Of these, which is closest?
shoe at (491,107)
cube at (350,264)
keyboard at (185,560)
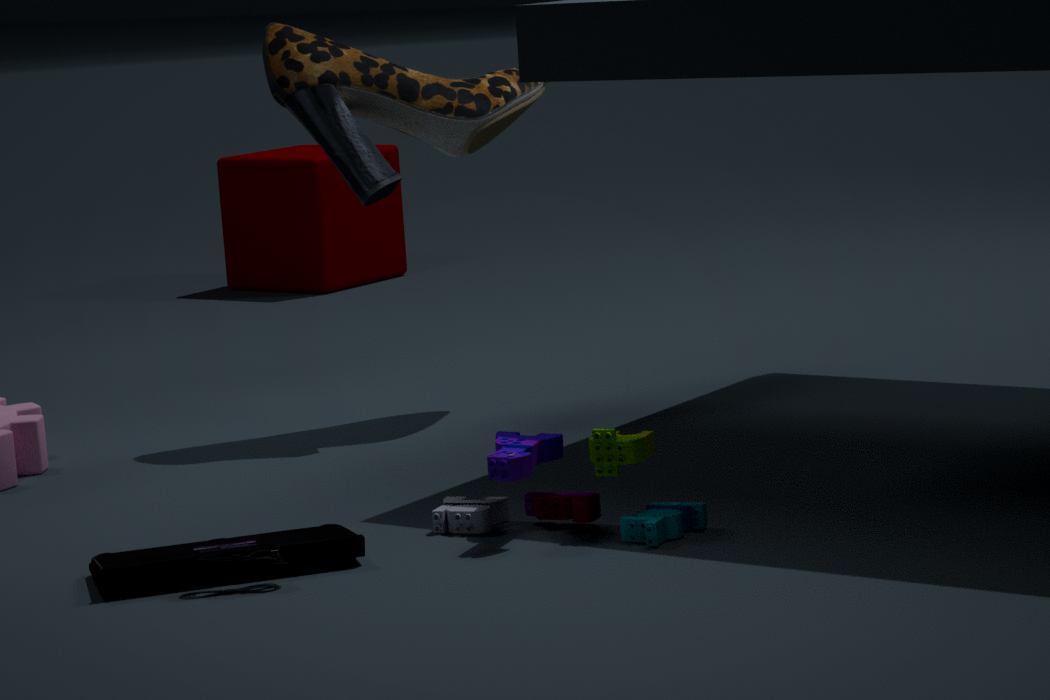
keyboard at (185,560)
